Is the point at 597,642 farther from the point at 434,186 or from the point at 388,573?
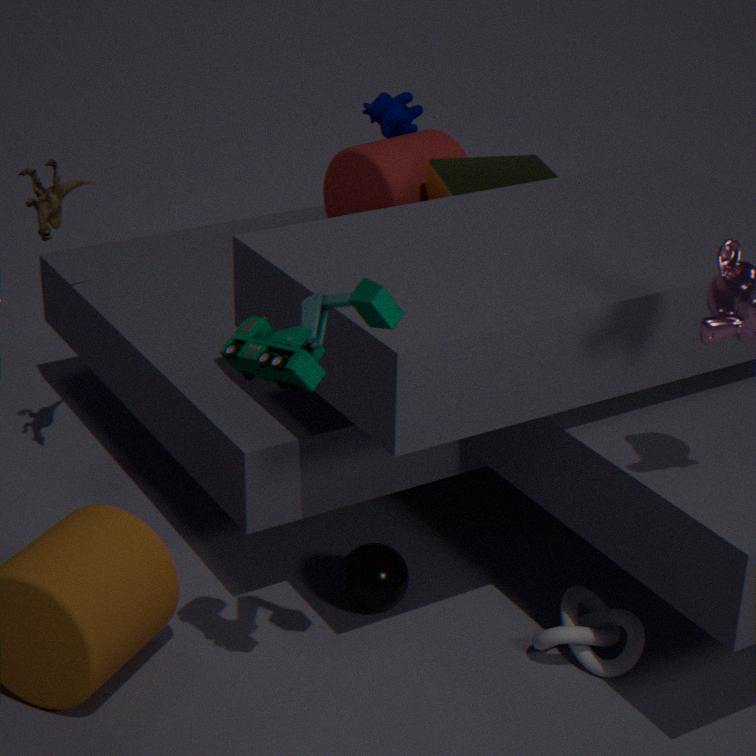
the point at 434,186
